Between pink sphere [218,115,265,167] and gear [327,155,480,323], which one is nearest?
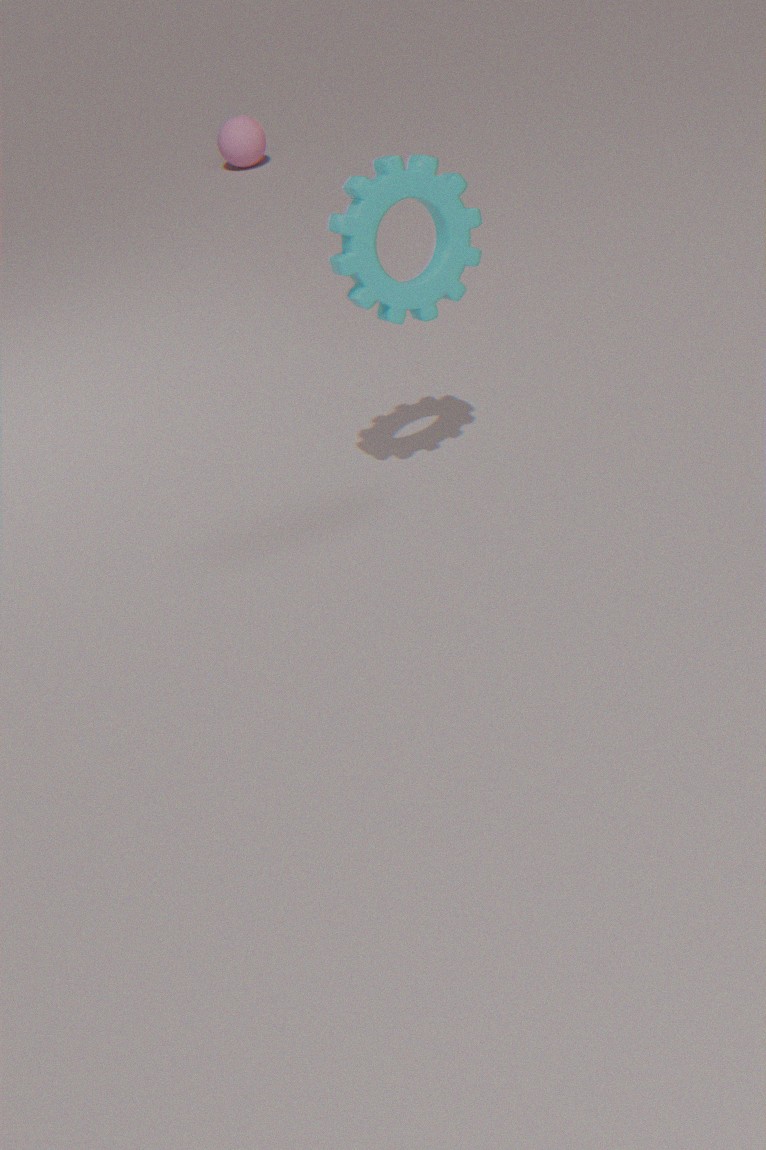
gear [327,155,480,323]
